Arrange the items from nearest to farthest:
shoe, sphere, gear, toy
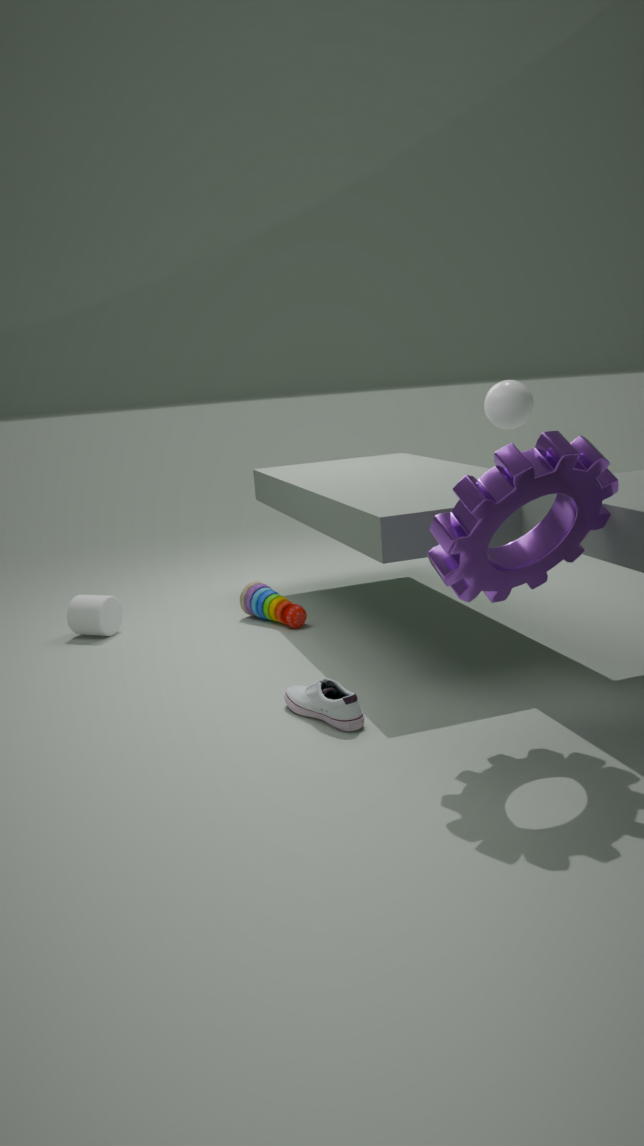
gear
shoe
sphere
toy
